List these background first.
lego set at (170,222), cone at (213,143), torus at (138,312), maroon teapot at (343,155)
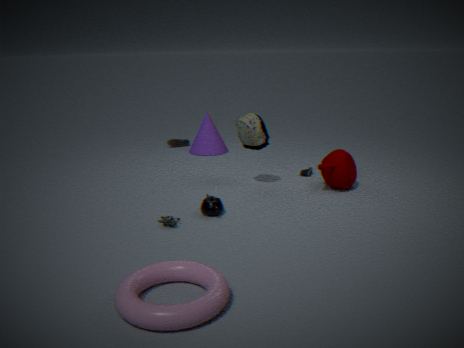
1. cone at (213,143)
2. maroon teapot at (343,155)
3. lego set at (170,222)
4. torus at (138,312)
